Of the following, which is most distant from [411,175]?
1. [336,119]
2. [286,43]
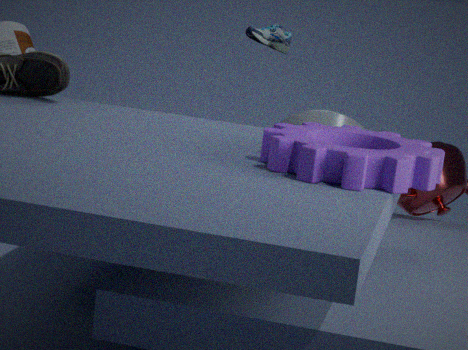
[286,43]
